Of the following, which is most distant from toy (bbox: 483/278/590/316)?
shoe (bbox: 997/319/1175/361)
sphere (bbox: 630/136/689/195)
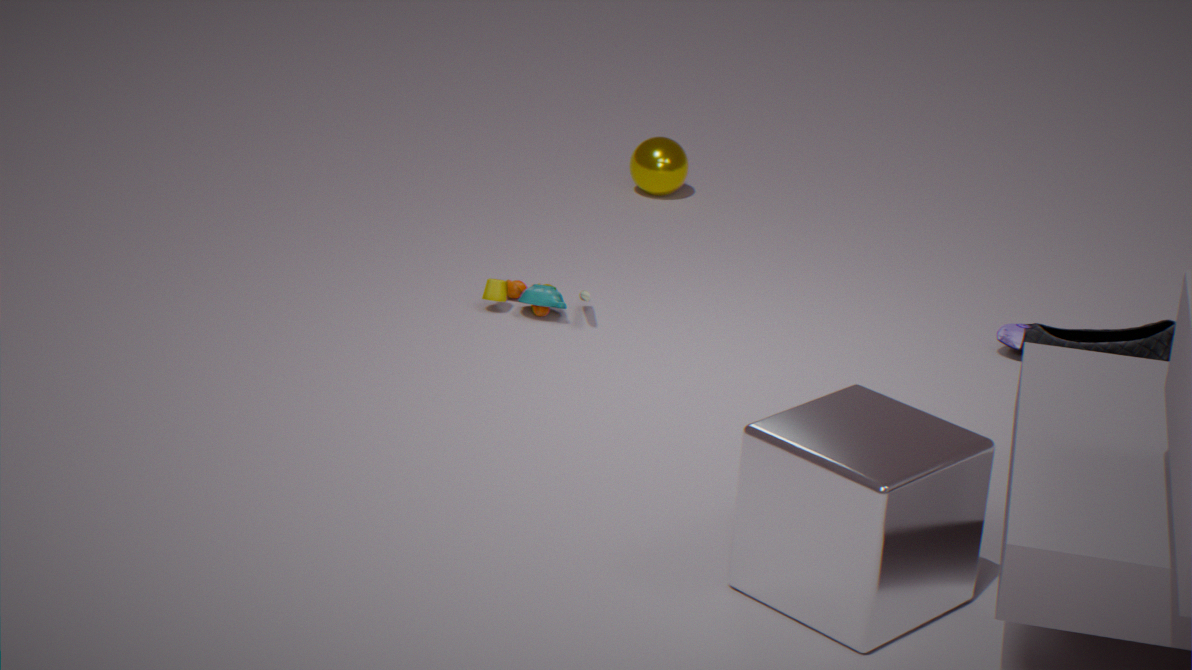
shoe (bbox: 997/319/1175/361)
